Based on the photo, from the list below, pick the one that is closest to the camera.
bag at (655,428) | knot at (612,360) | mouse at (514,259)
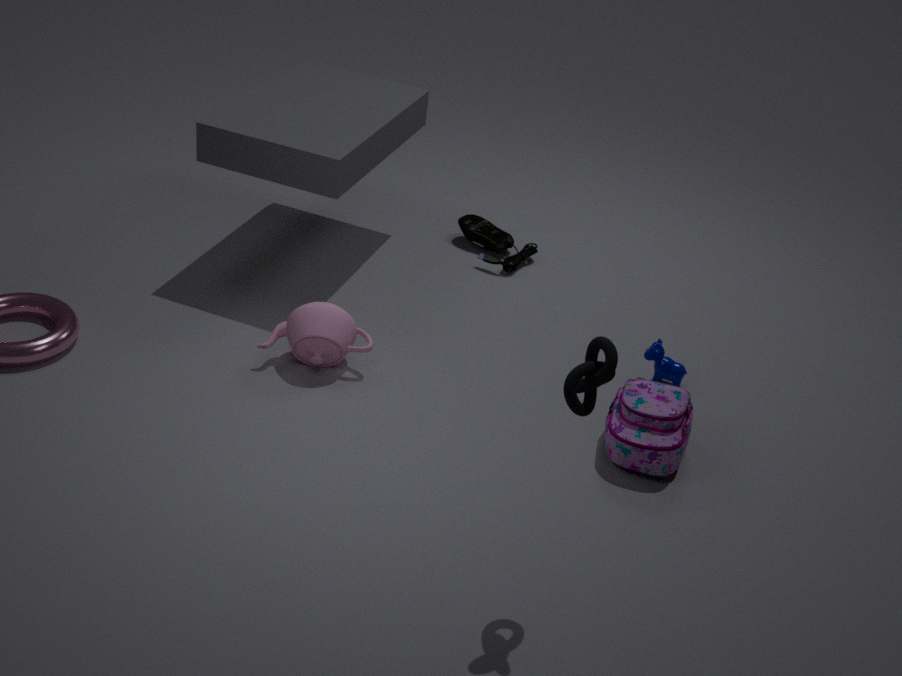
knot at (612,360)
